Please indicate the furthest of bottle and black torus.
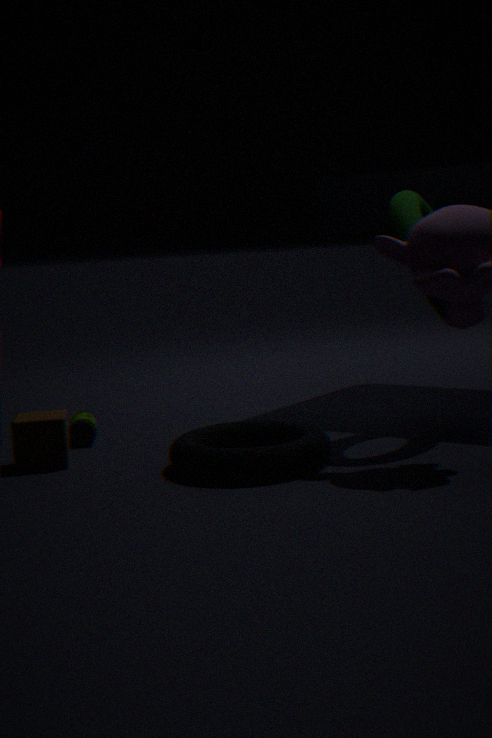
bottle
